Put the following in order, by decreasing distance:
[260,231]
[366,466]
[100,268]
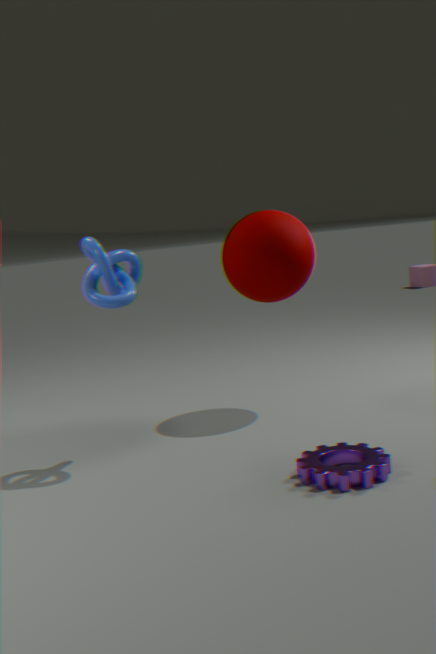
[260,231] < [100,268] < [366,466]
